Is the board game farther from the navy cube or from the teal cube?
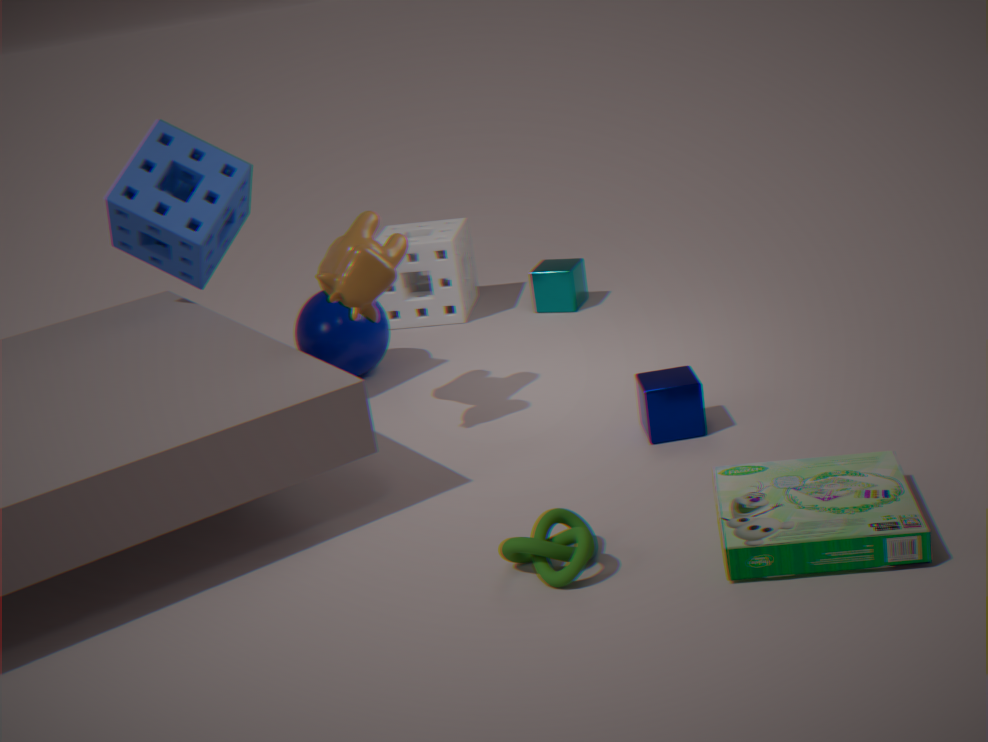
the teal cube
